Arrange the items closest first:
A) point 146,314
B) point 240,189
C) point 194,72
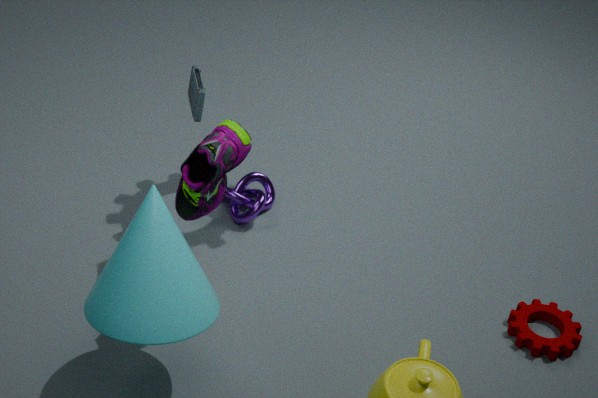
point 146,314, point 194,72, point 240,189
